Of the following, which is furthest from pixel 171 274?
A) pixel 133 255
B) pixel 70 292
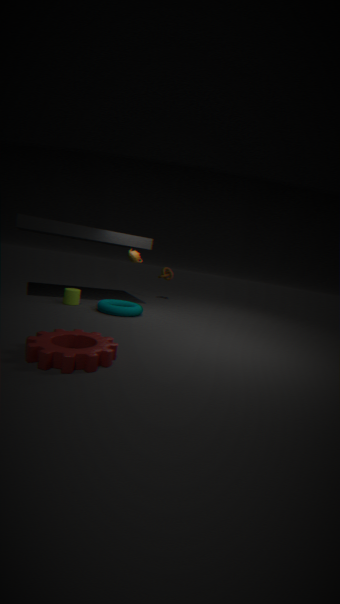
pixel 70 292
